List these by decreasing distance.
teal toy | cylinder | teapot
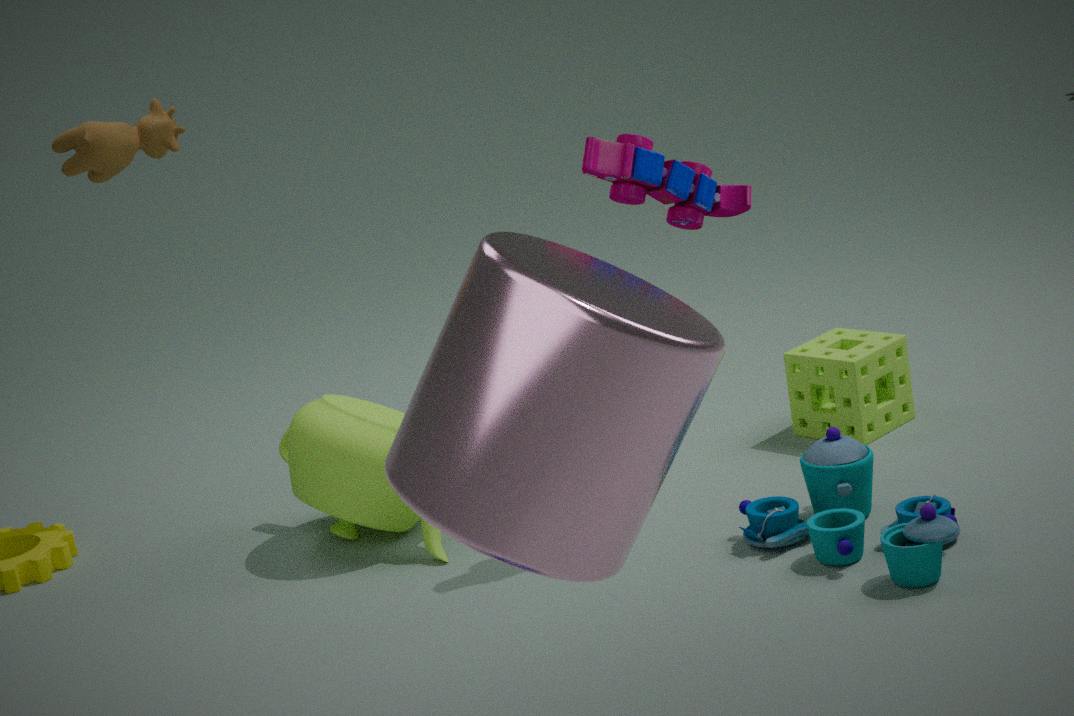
teapot → teal toy → cylinder
